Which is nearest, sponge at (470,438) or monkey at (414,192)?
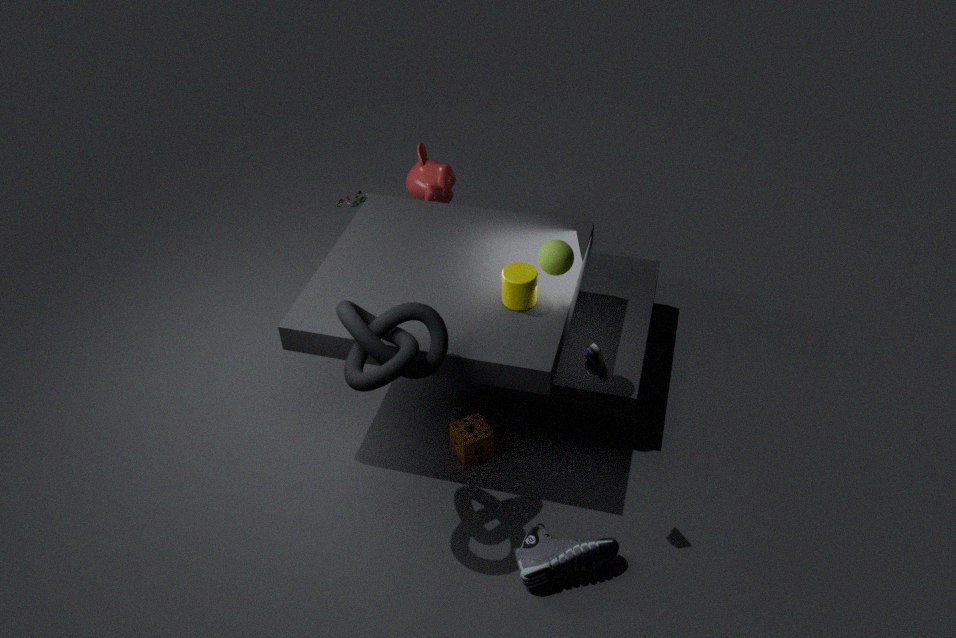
sponge at (470,438)
